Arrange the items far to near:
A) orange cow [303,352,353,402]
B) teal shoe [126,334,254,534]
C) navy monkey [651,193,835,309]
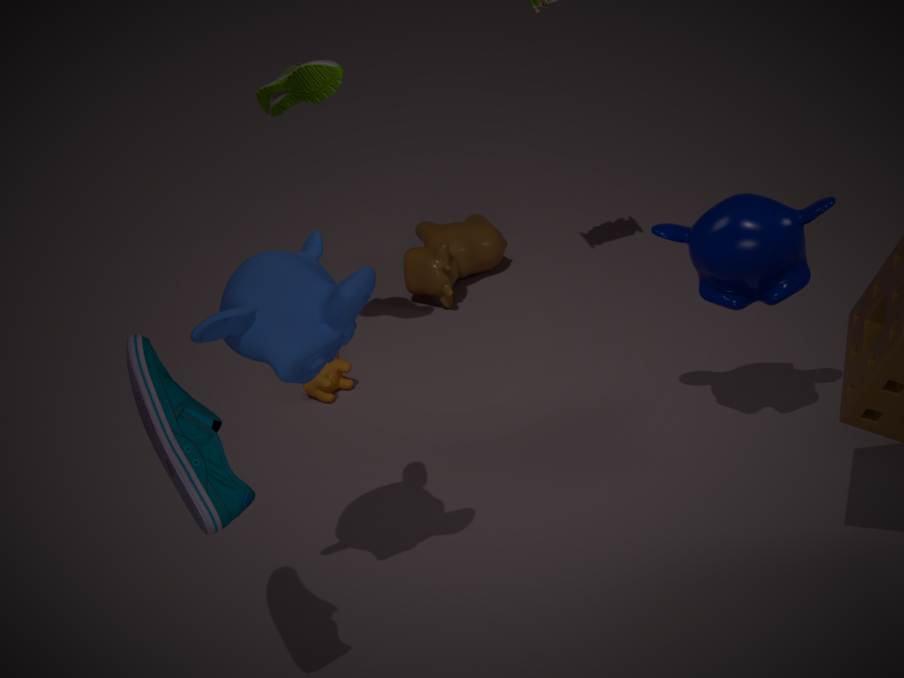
orange cow [303,352,353,402], navy monkey [651,193,835,309], teal shoe [126,334,254,534]
